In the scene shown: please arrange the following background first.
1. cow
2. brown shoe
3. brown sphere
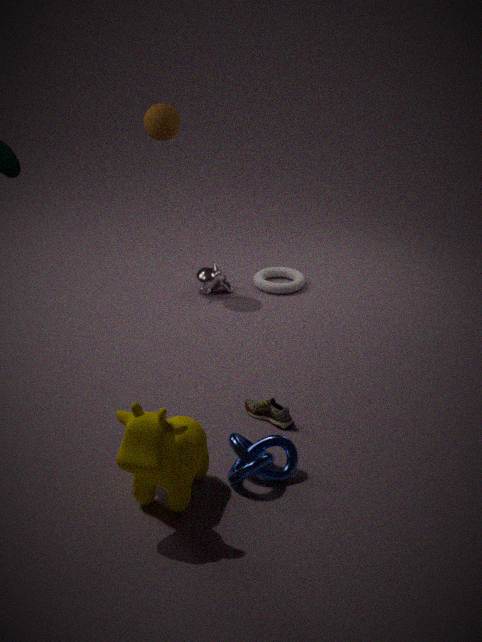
brown sphere → brown shoe → cow
